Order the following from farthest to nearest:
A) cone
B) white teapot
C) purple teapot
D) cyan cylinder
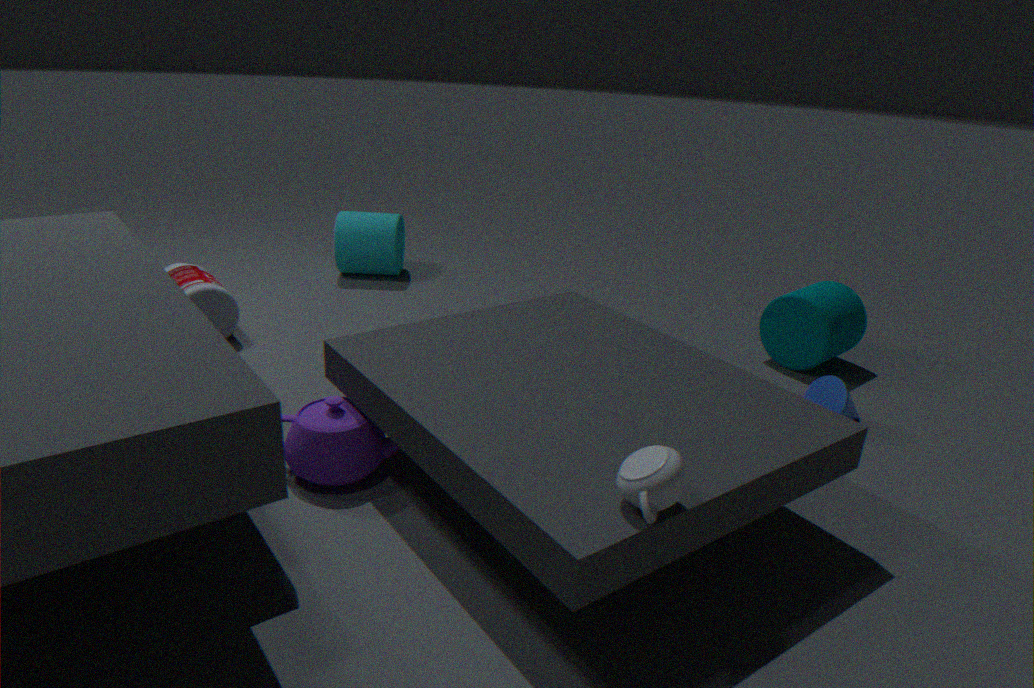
cyan cylinder < cone < purple teapot < white teapot
